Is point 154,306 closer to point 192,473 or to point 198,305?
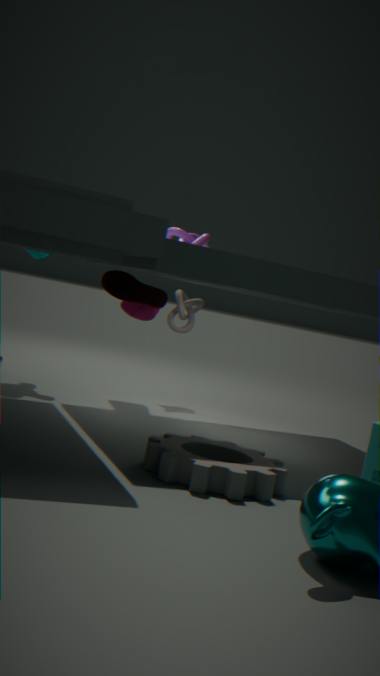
point 198,305
